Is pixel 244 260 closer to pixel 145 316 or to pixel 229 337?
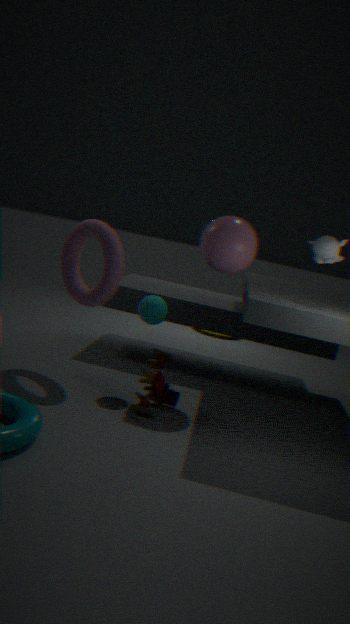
pixel 145 316
